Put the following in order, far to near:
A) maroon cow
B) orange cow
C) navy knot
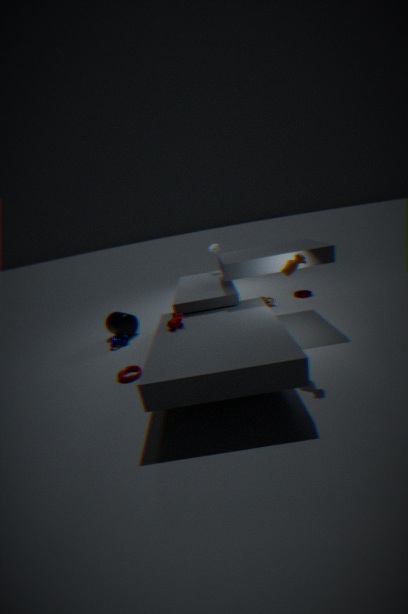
1. navy knot
2. maroon cow
3. orange cow
